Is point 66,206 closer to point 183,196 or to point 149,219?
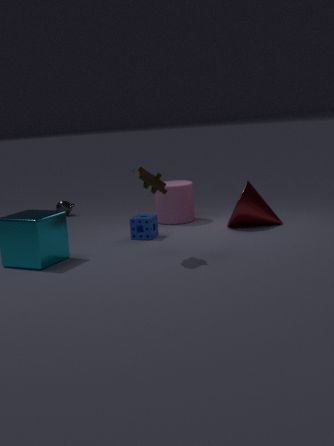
point 183,196
